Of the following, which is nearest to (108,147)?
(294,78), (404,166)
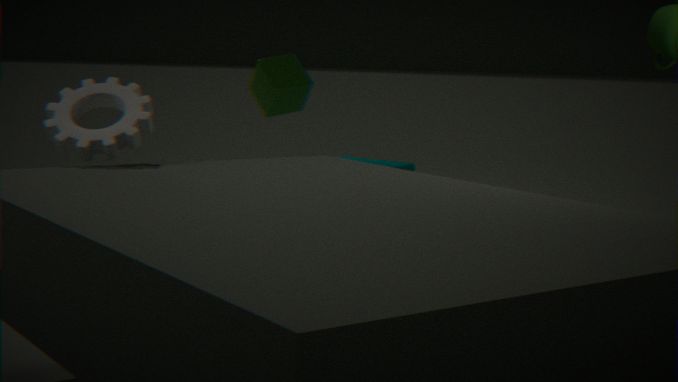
(404,166)
